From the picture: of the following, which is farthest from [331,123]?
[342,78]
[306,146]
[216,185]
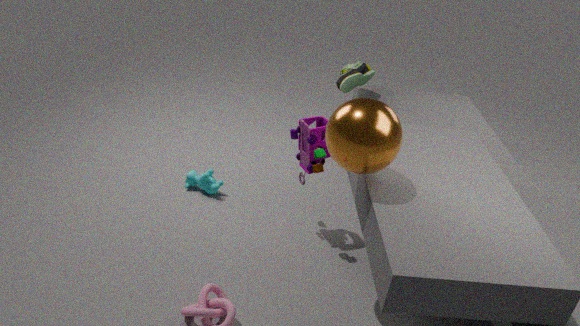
[342,78]
